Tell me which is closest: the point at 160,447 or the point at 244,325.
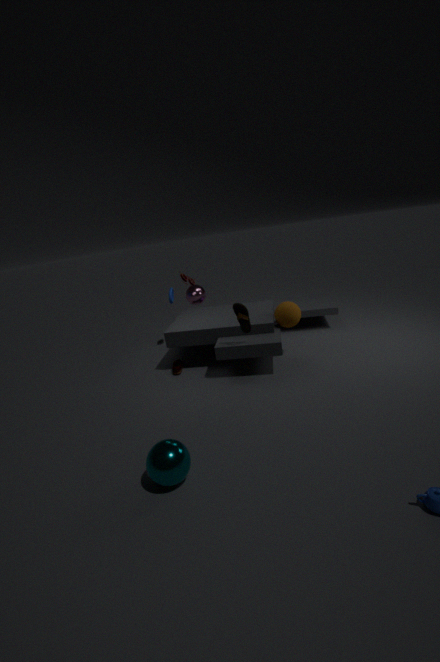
the point at 160,447
